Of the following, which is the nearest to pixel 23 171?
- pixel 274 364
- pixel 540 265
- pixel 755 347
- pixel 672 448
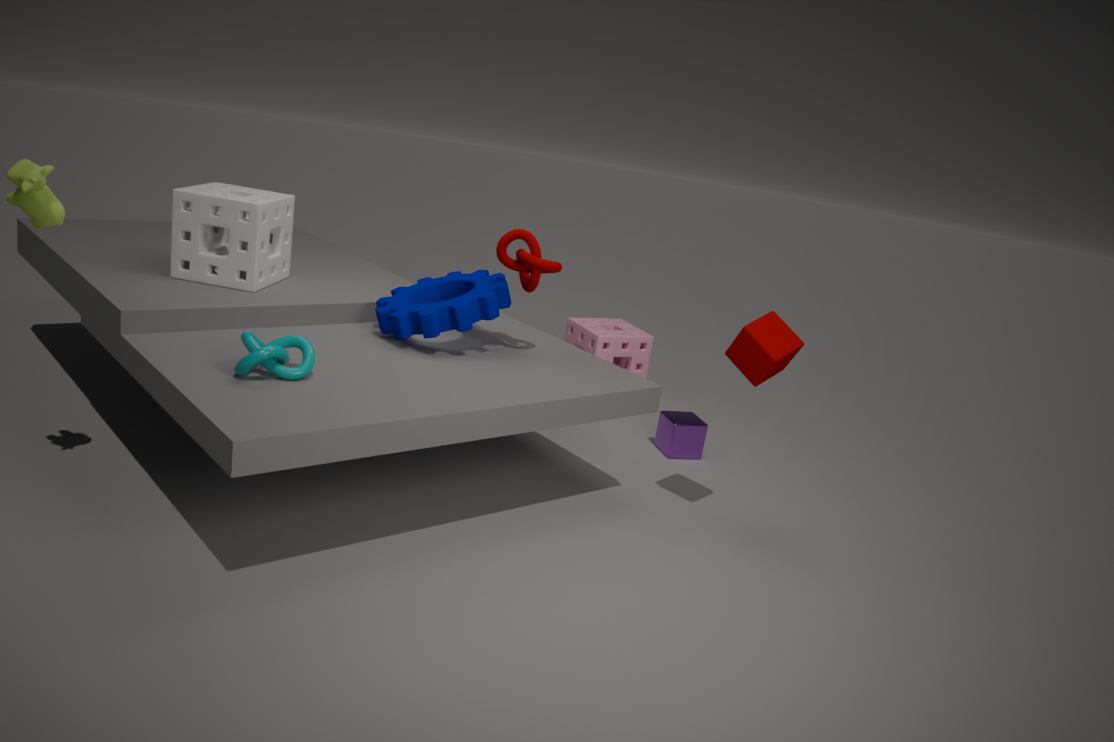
pixel 274 364
